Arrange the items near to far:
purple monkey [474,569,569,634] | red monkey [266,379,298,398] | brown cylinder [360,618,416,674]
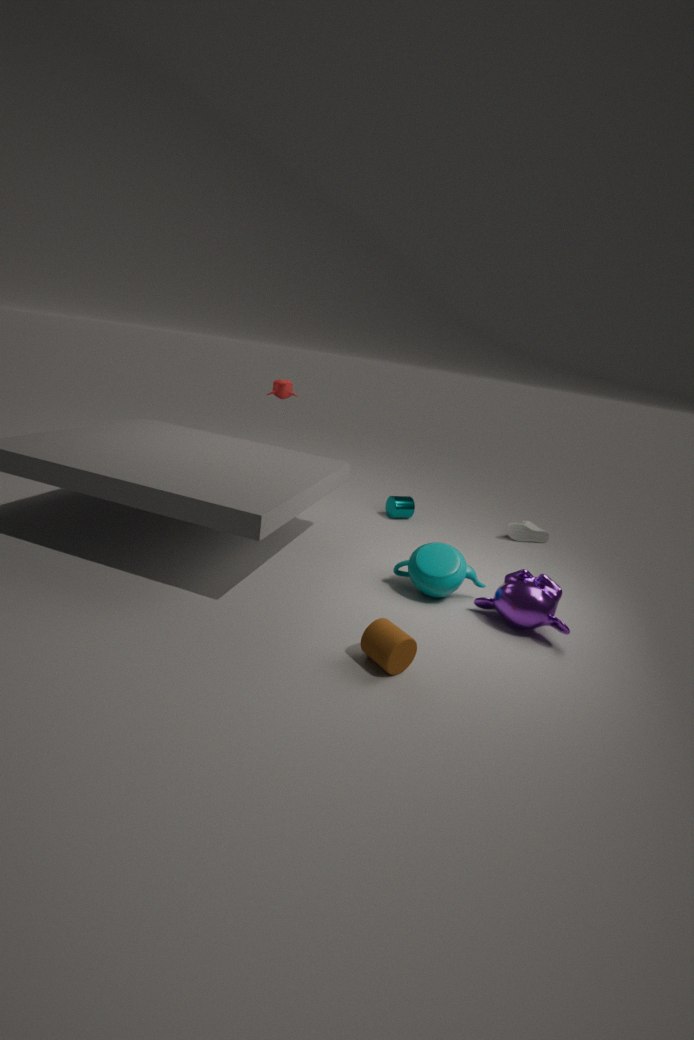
1. brown cylinder [360,618,416,674]
2. purple monkey [474,569,569,634]
3. red monkey [266,379,298,398]
